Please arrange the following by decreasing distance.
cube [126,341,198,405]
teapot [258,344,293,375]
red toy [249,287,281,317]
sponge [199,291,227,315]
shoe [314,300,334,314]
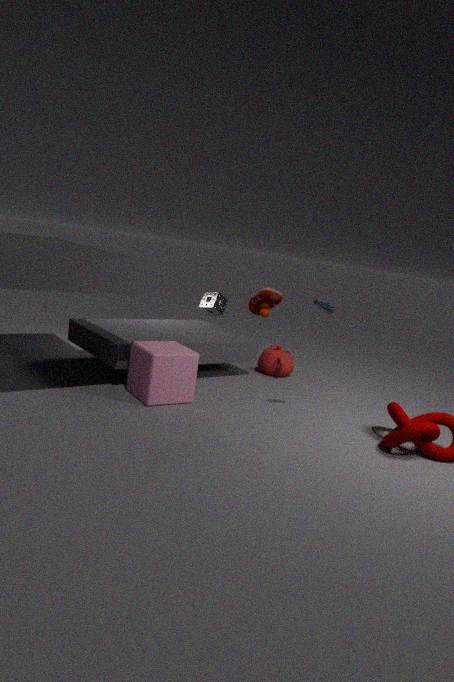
1. sponge [199,291,227,315]
2. red toy [249,287,281,317]
3. teapot [258,344,293,375]
4. cube [126,341,198,405]
5. shoe [314,300,334,314]
